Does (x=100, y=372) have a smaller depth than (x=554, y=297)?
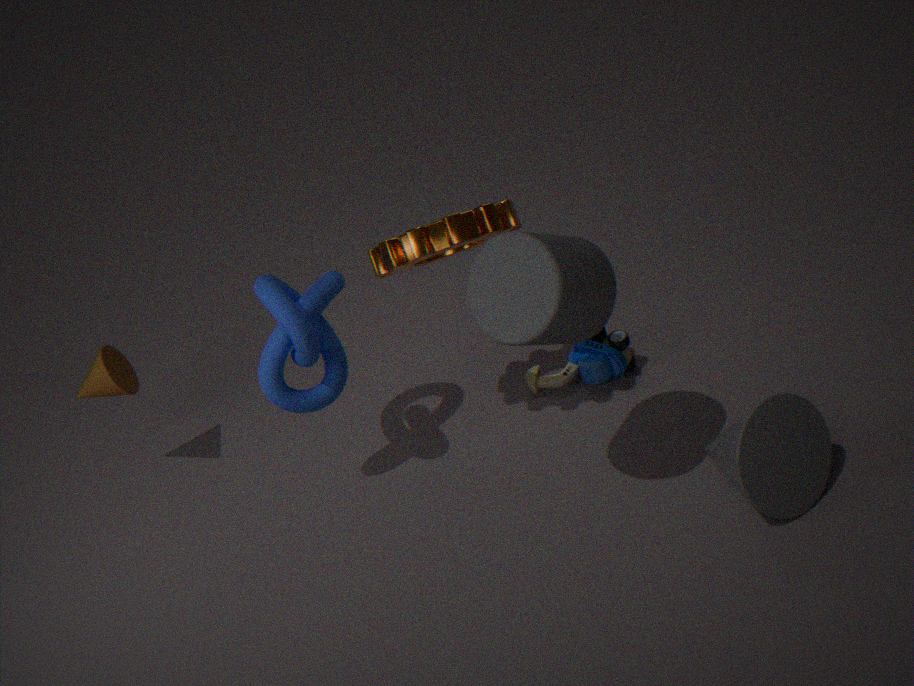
No
